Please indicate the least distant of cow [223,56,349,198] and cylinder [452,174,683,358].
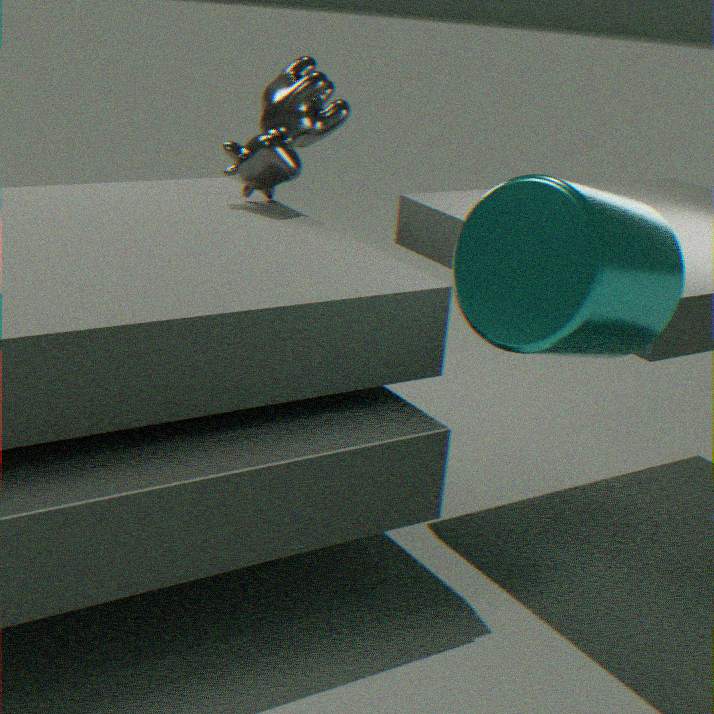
cylinder [452,174,683,358]
